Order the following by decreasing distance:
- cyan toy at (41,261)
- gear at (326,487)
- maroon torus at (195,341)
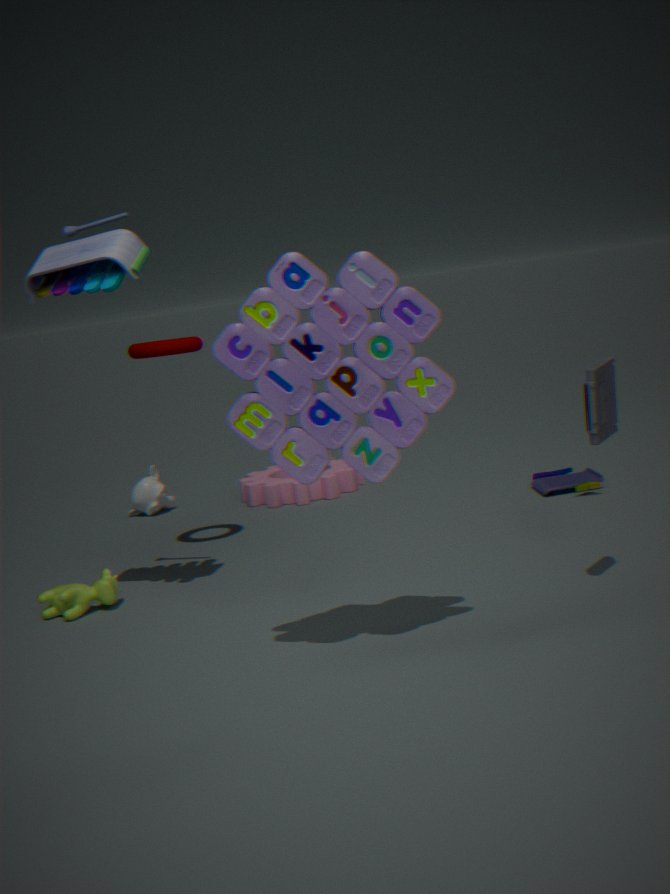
gear at (326,487) < maroon torus at (195,341) < cyan toy at (41,261)
